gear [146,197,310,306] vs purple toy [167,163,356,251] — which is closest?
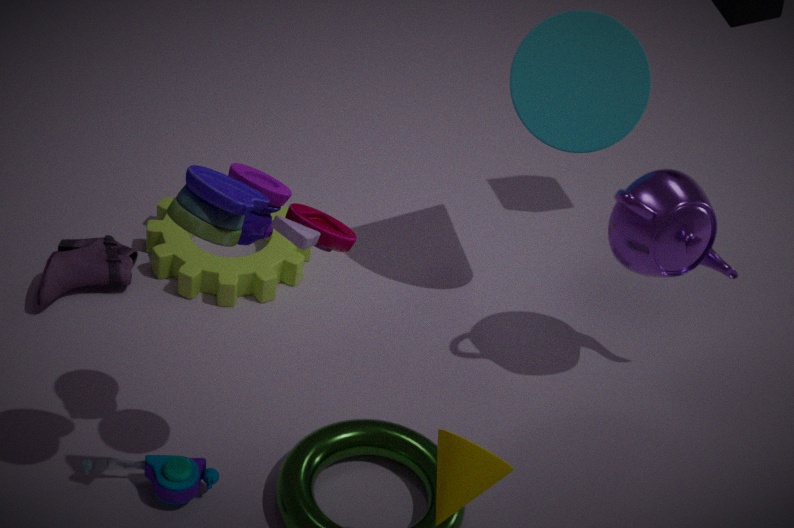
purple toy [167,163,356,251]
